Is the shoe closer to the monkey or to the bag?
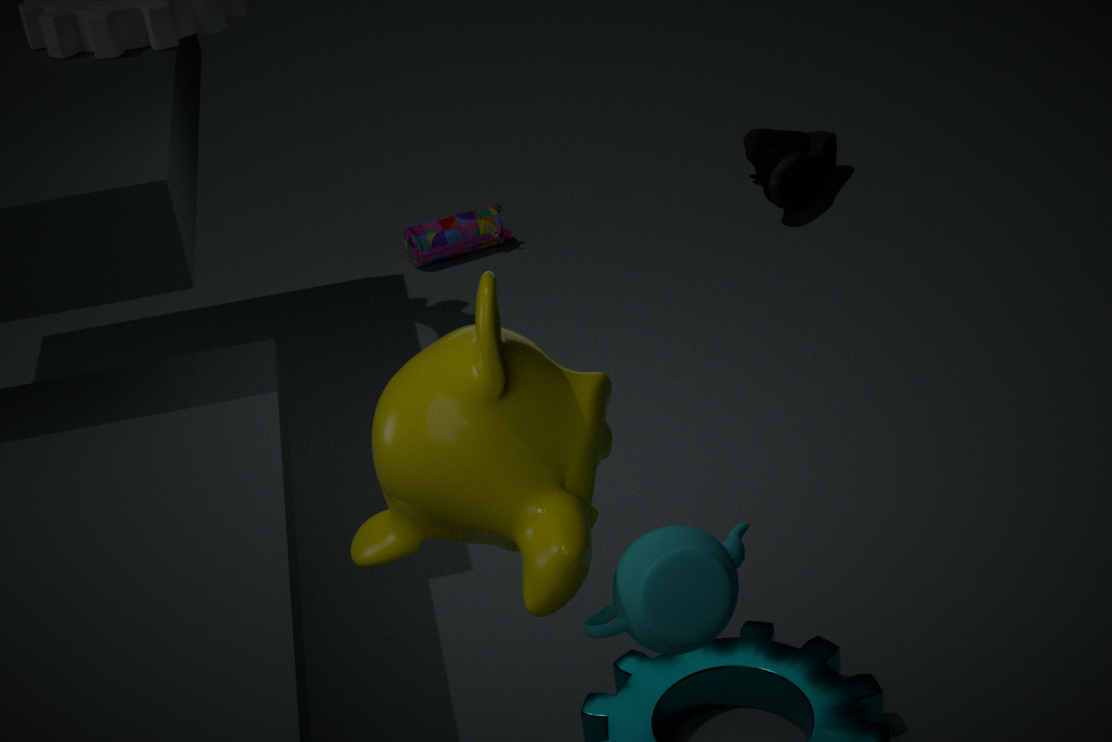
the bag
